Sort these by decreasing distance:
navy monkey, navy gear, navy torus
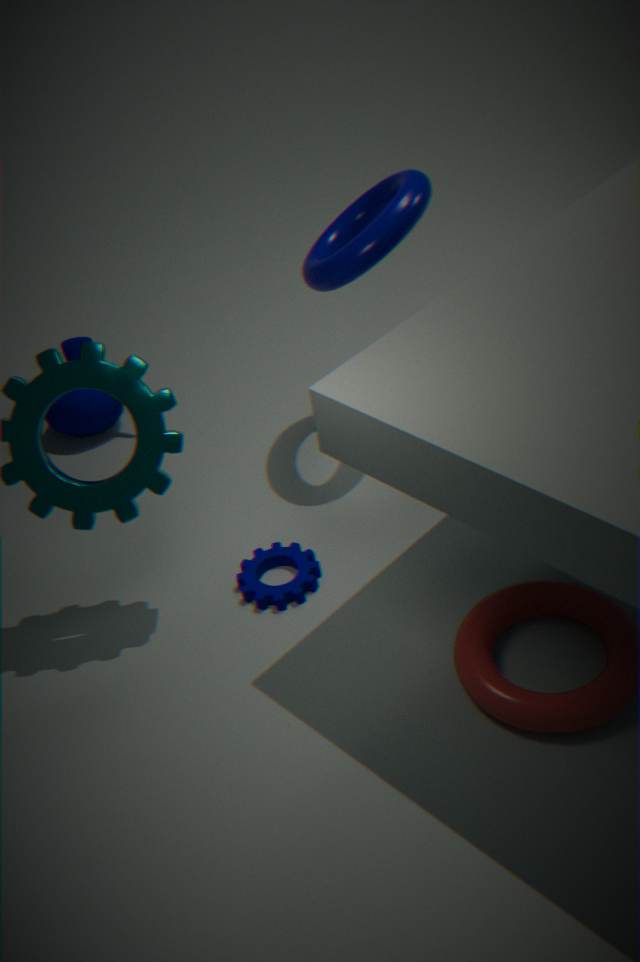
navy monkey
navy gear
navy torus
